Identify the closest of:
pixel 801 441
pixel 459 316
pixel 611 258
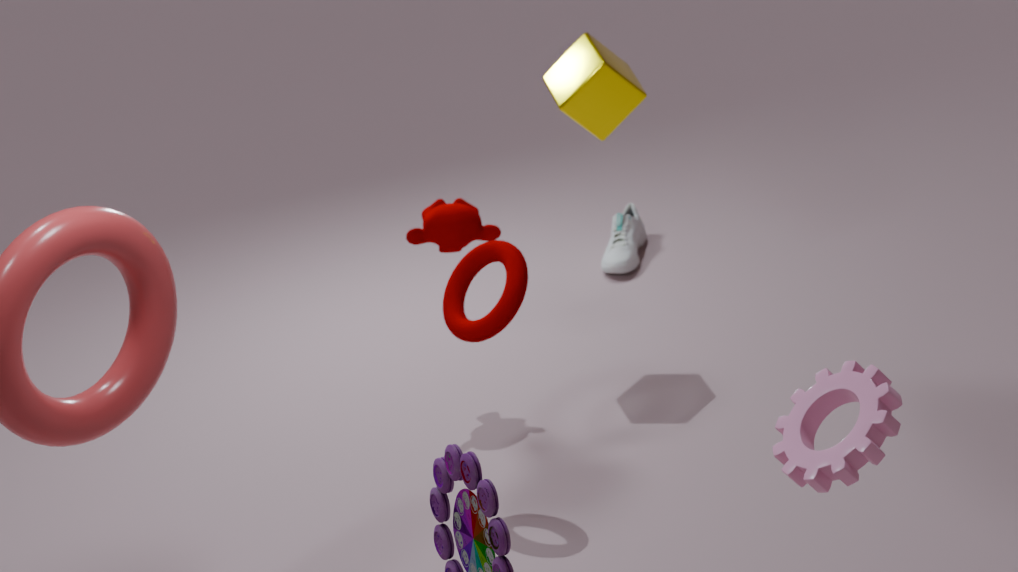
pixel 801 441
